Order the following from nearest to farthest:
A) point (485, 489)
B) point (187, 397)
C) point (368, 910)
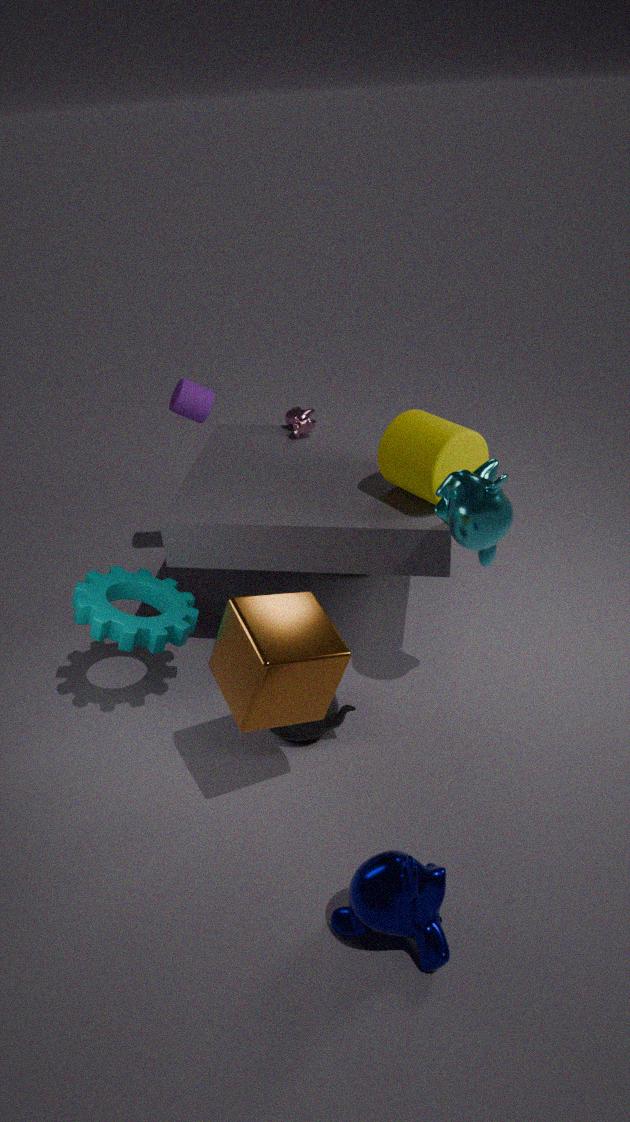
point (368, 910) → point (485, 489) → point (187, 397)
